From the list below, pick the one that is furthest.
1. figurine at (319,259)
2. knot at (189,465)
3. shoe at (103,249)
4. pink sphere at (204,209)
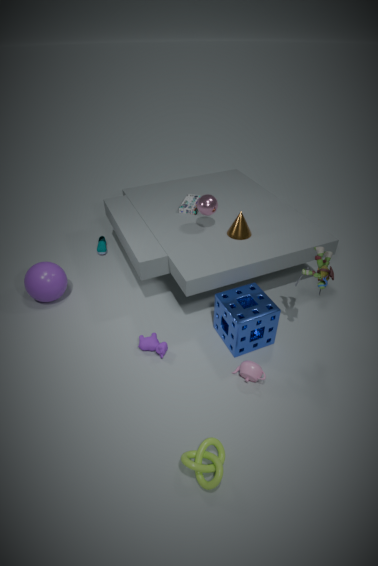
shoe at (103,249)
